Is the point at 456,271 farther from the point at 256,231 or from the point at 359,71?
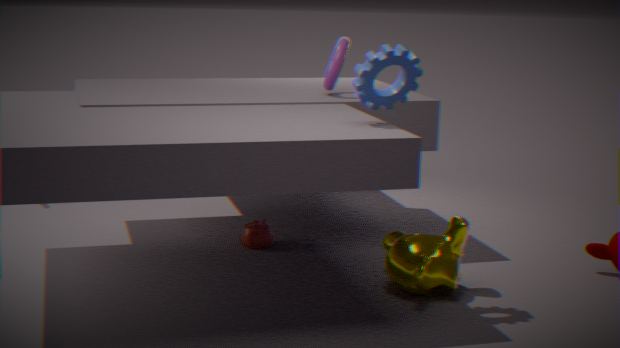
the point at 256,231
